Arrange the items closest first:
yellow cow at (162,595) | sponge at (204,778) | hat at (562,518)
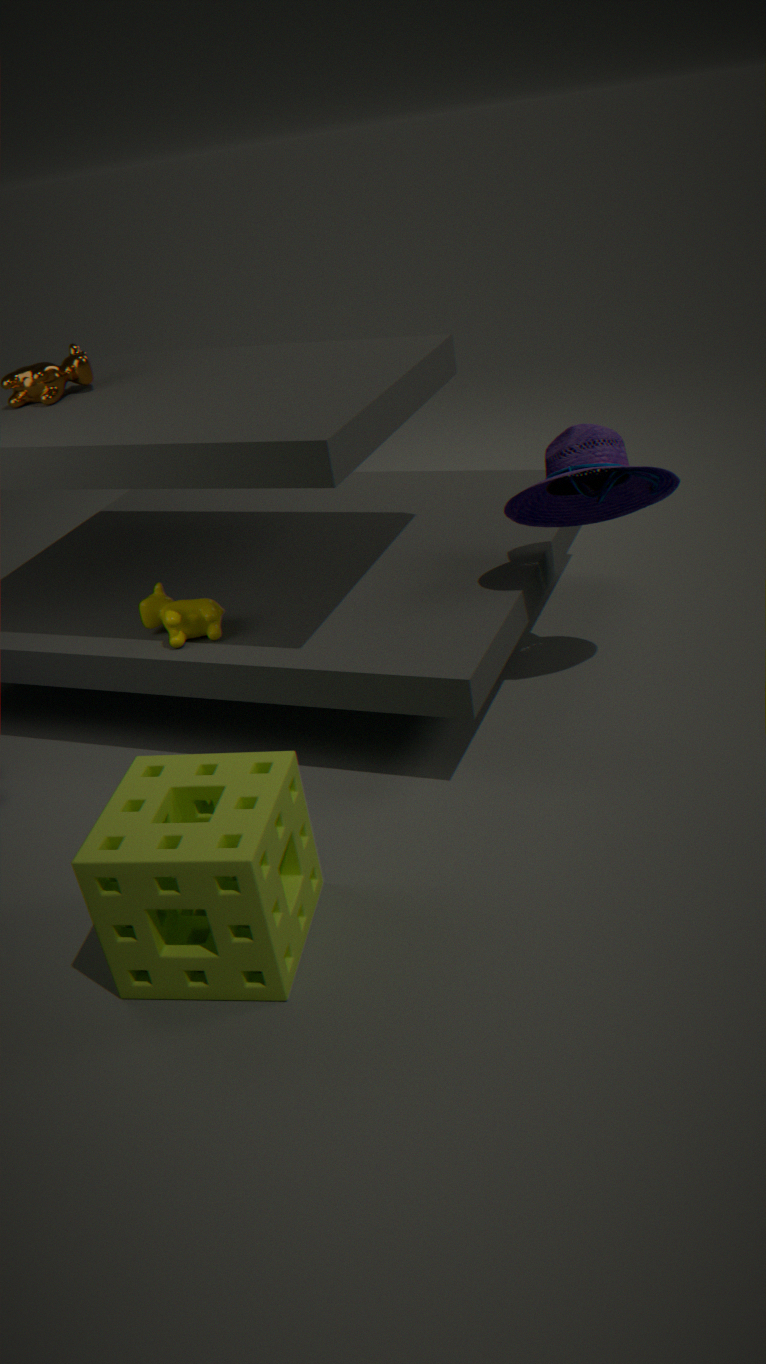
sponge at (204,778) → hat at (562,518) → yellow cow at (162,595)
